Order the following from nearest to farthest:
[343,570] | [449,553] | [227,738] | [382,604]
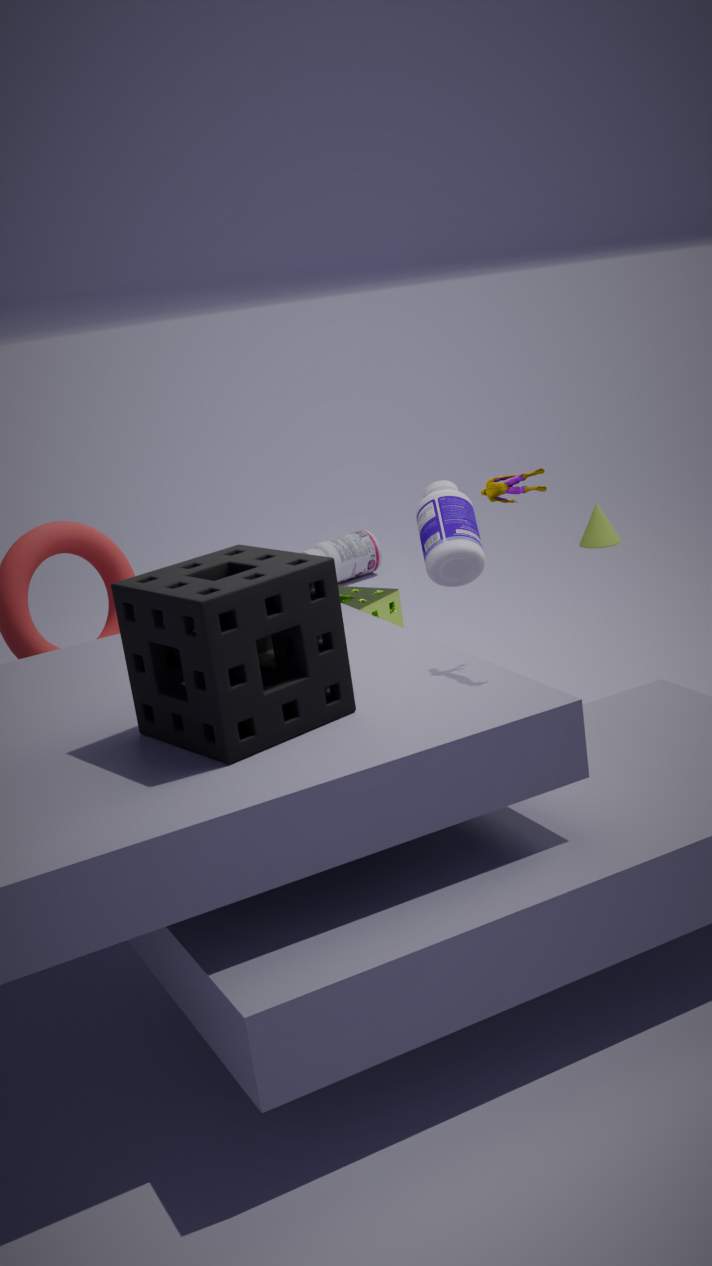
1. [227,738]
2. [449,553]
3. [382,604]
4. [343,570]
